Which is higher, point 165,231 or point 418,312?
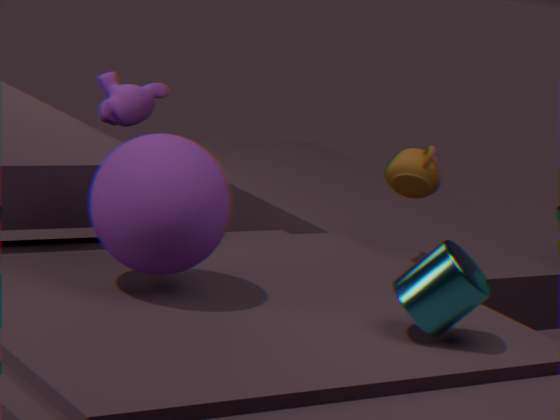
point 165,231
